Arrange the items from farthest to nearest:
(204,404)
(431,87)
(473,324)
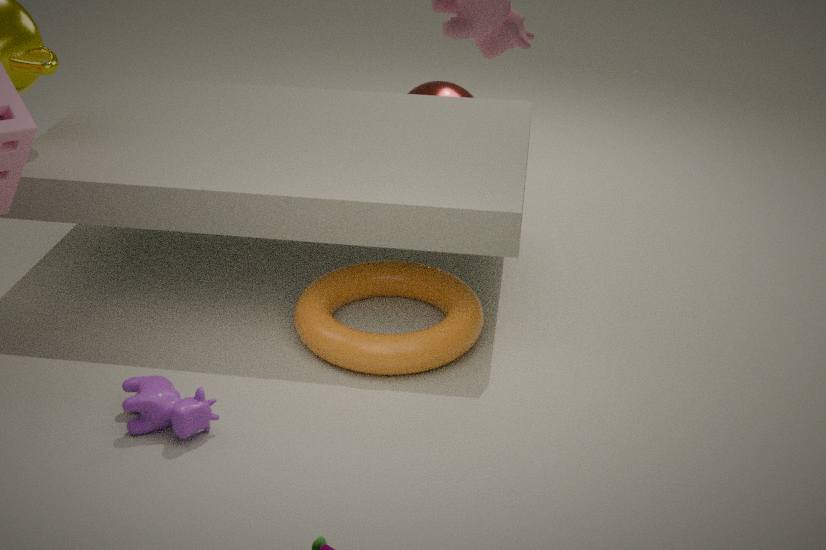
(431,87)
(473,324)
(204,404)
